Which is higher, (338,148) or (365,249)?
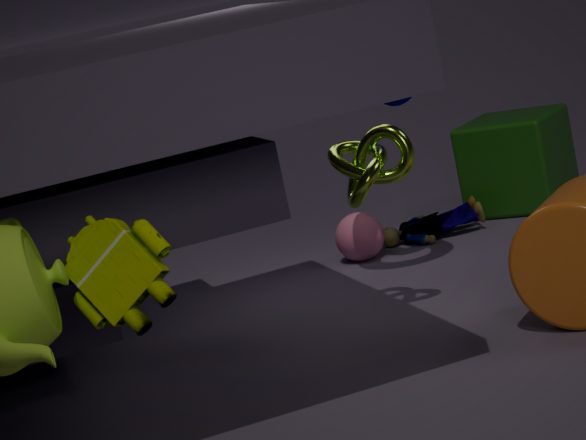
(338,148)
